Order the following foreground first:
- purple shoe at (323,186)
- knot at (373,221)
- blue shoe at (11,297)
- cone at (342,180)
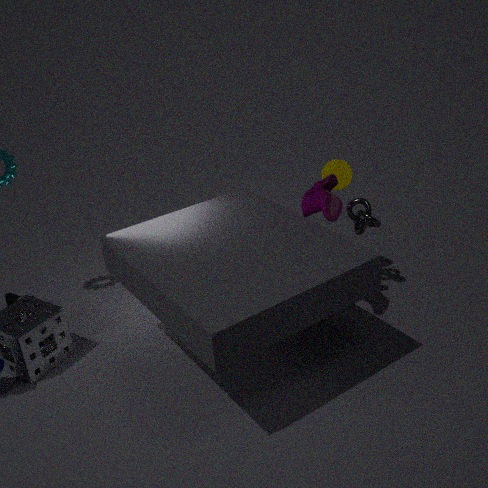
purple shoe at (323,186) → knot at (373,221) → cone at (342,180) → blue shoe at (11,297)
